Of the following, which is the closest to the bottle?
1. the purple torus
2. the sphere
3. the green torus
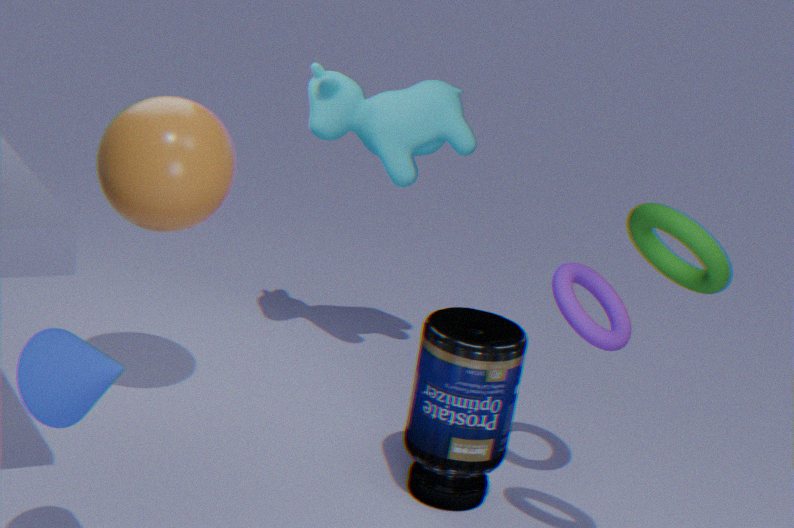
the purple torus
